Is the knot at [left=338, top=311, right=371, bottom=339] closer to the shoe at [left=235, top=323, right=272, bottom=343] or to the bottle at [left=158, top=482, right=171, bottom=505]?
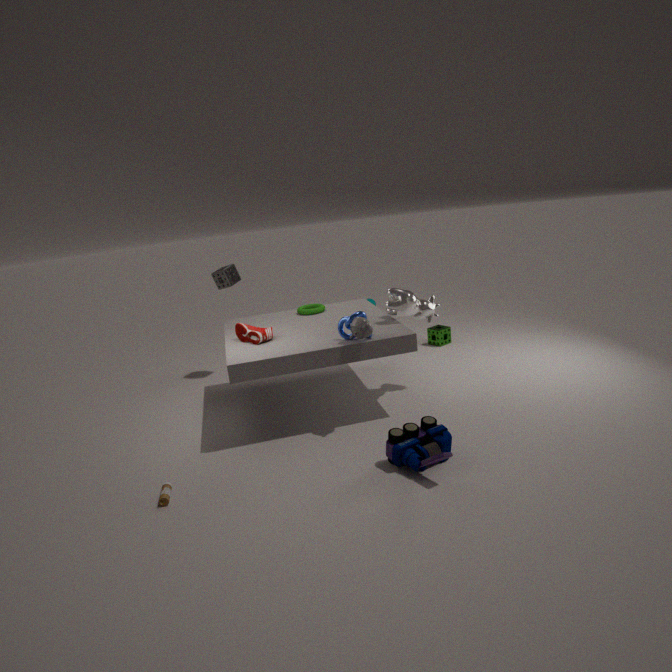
the shoe at [left=235, top=323, right=272, bottom=343]
